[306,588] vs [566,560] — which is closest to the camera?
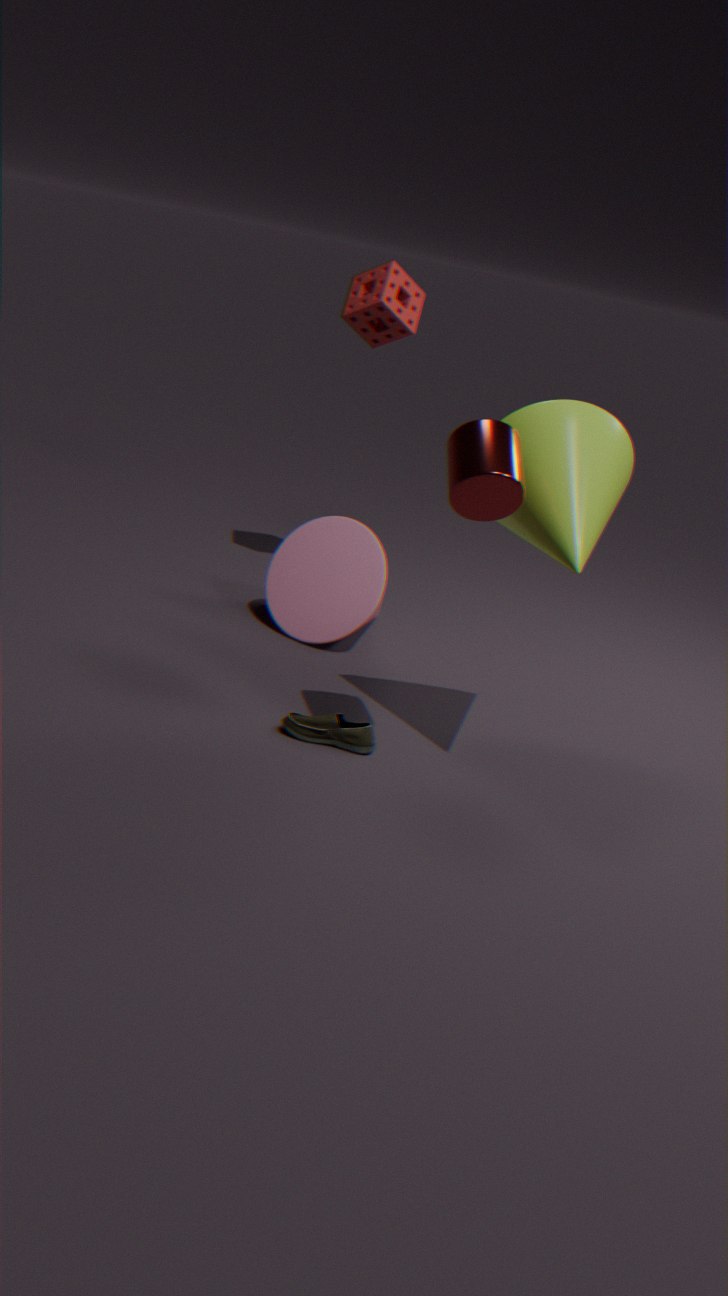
[566,560]
